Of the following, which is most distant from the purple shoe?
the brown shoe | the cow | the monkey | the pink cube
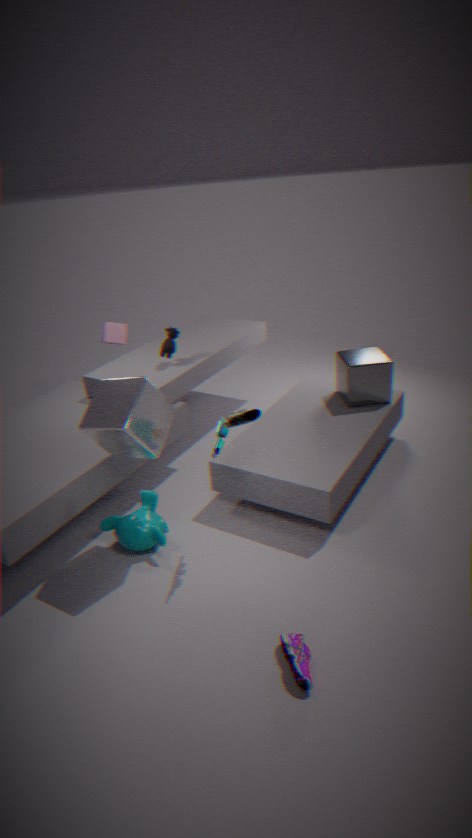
the pink cube
